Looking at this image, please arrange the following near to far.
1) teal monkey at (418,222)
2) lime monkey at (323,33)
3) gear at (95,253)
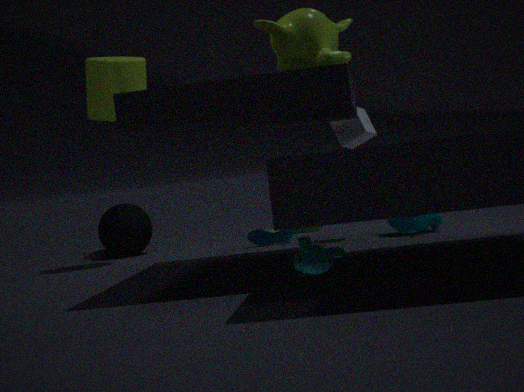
2. lime monkey at (323,33) → 1. teal monkey at (418,222) → 3. gear at (95,253)
